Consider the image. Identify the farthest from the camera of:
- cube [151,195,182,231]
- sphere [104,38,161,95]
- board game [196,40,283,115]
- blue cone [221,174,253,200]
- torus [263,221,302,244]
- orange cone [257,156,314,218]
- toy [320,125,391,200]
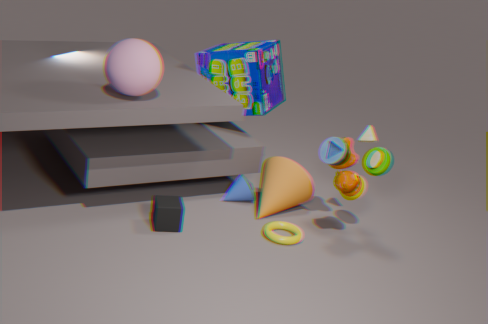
board game [196,40,283,115]
